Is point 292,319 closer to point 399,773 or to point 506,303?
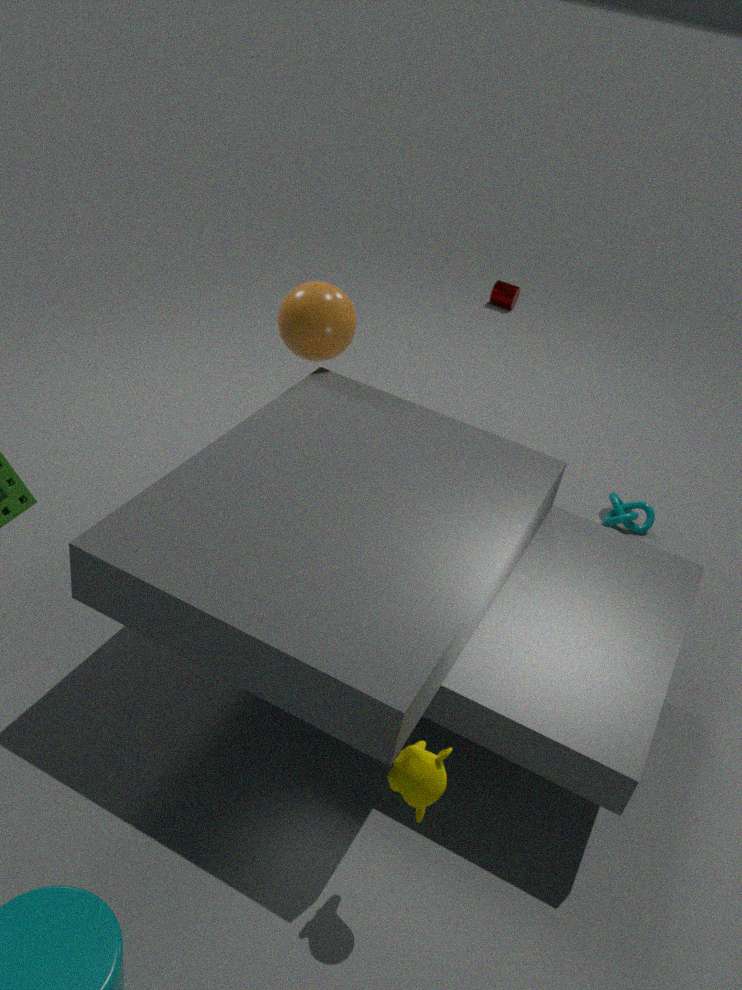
point 399,773
